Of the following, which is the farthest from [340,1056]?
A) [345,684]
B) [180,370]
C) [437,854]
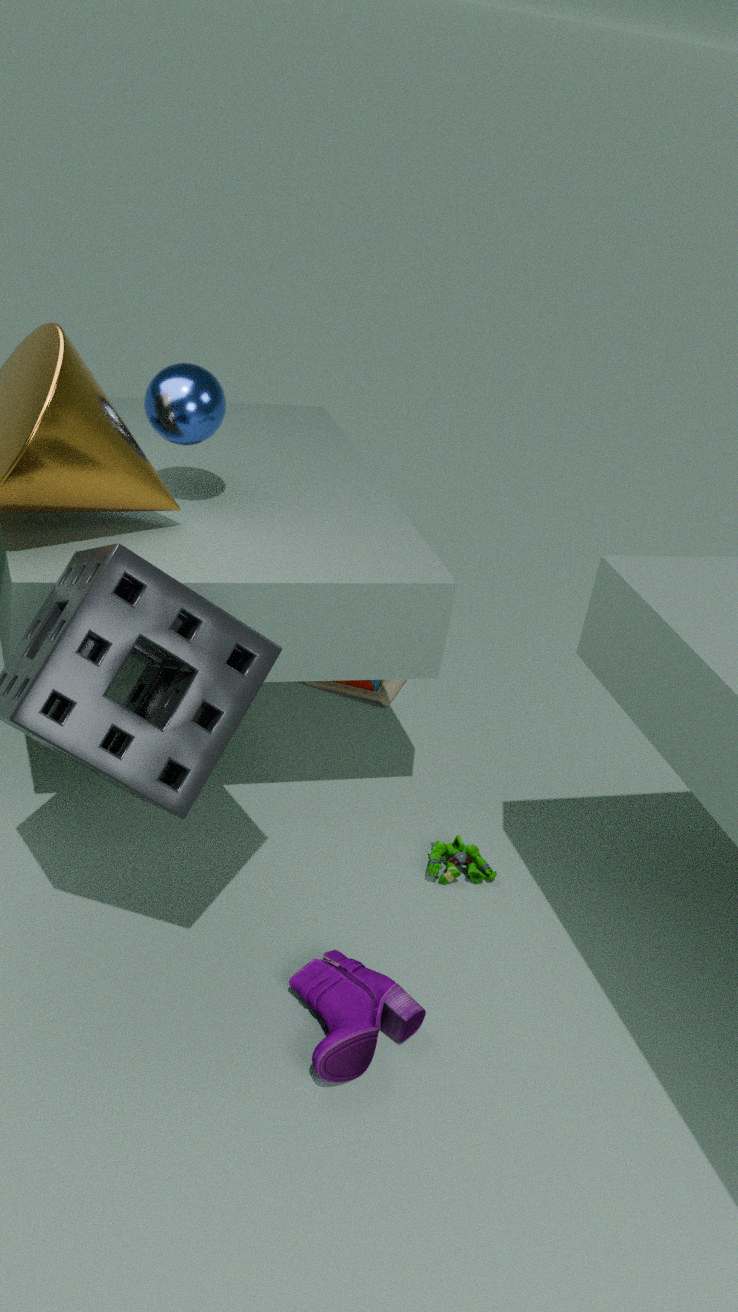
[345,684]
